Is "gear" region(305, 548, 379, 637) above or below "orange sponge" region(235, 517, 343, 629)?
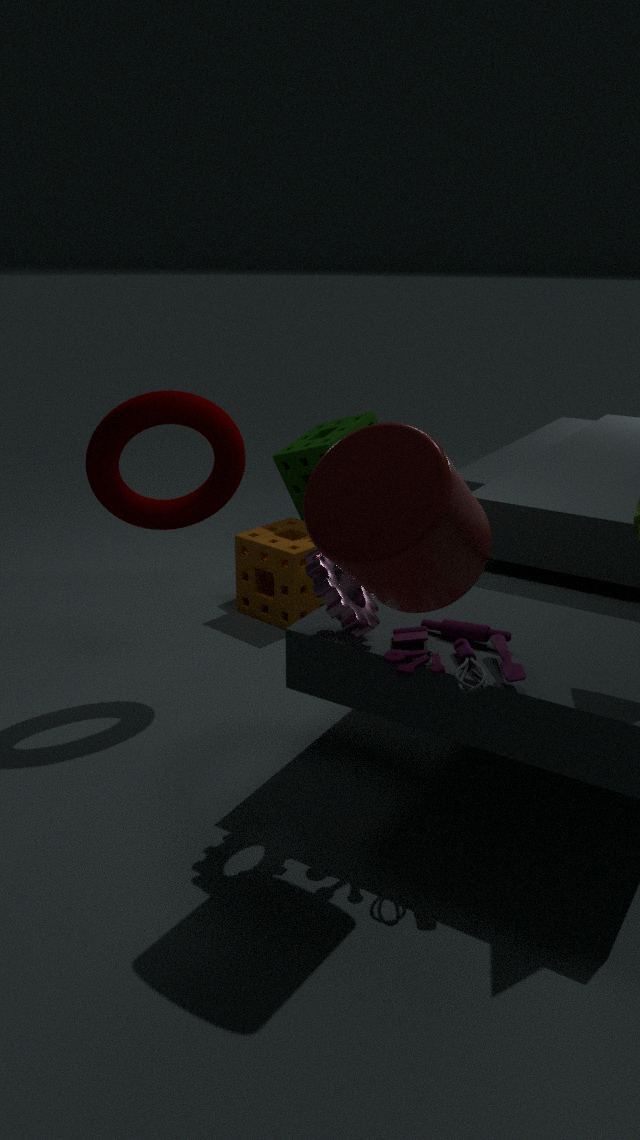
above
